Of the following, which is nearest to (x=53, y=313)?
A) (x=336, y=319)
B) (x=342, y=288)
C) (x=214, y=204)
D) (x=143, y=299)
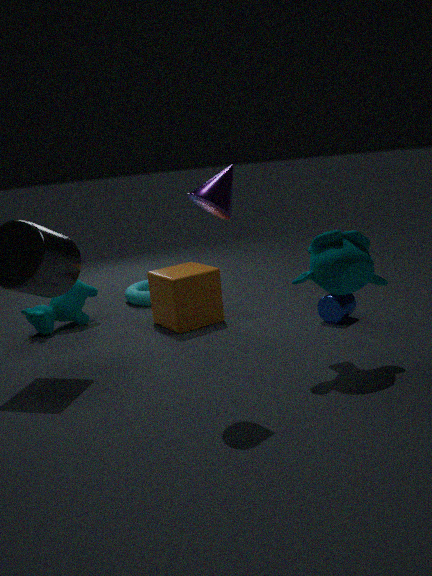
(x=143, y=299)
